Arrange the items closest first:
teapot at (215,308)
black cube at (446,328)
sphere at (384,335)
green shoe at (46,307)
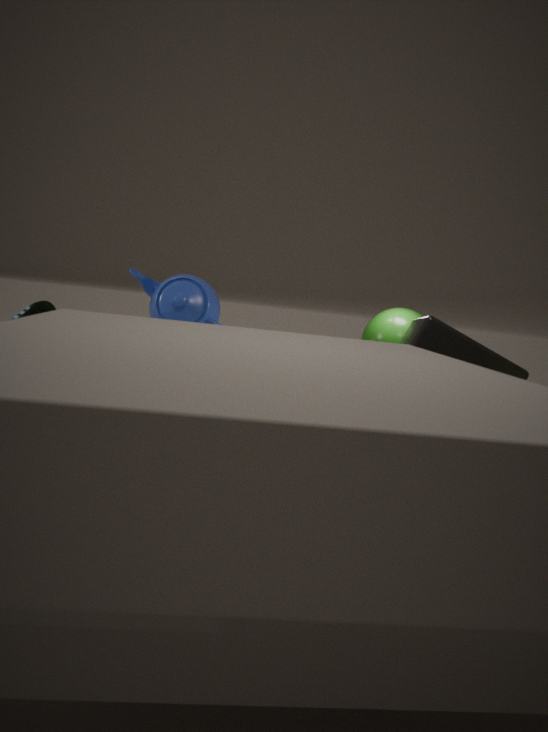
black cube at (446,328) < green shoe at (46,307) < sphere at (384,335) < teapot at (215,308)
